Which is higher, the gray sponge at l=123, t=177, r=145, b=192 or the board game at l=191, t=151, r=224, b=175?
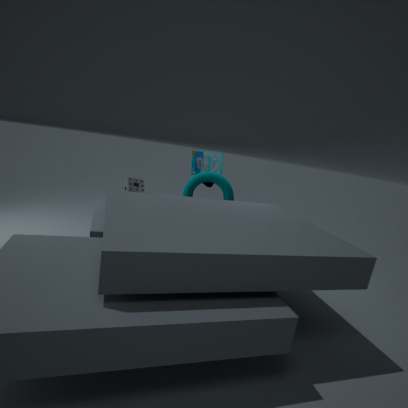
the board game at l=191, t=151, r=224, b=175
